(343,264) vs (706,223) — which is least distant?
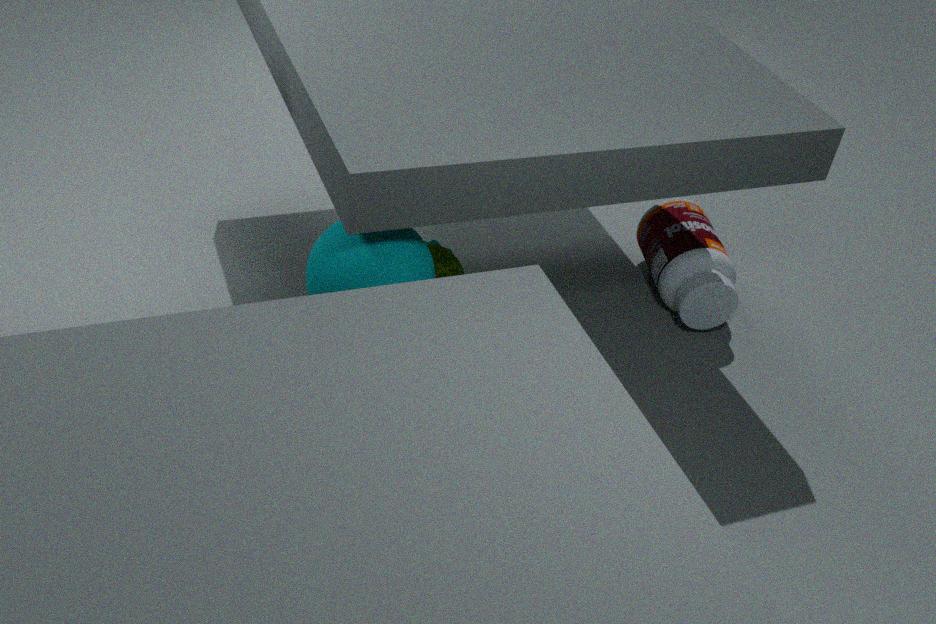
(343,264)
